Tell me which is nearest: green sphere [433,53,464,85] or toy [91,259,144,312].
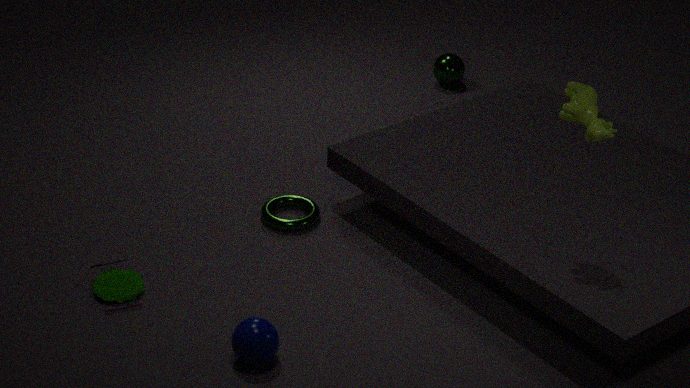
toy [91,259,144,312]
